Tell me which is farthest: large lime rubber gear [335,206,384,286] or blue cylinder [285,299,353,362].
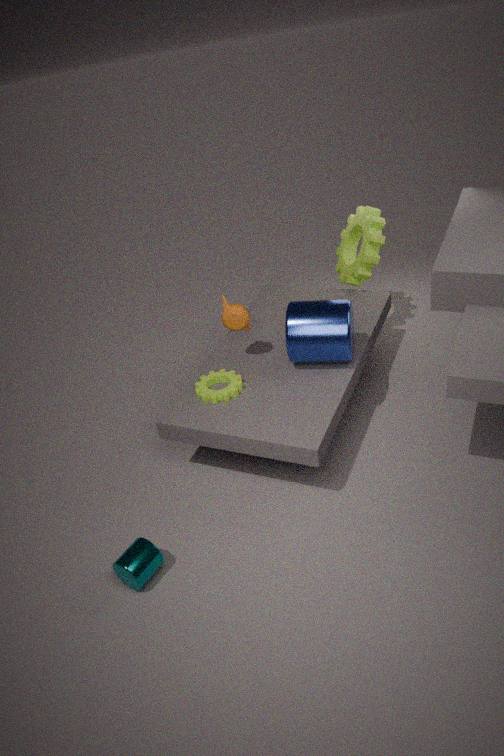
large lime rubber gear [335,206,384,286]
